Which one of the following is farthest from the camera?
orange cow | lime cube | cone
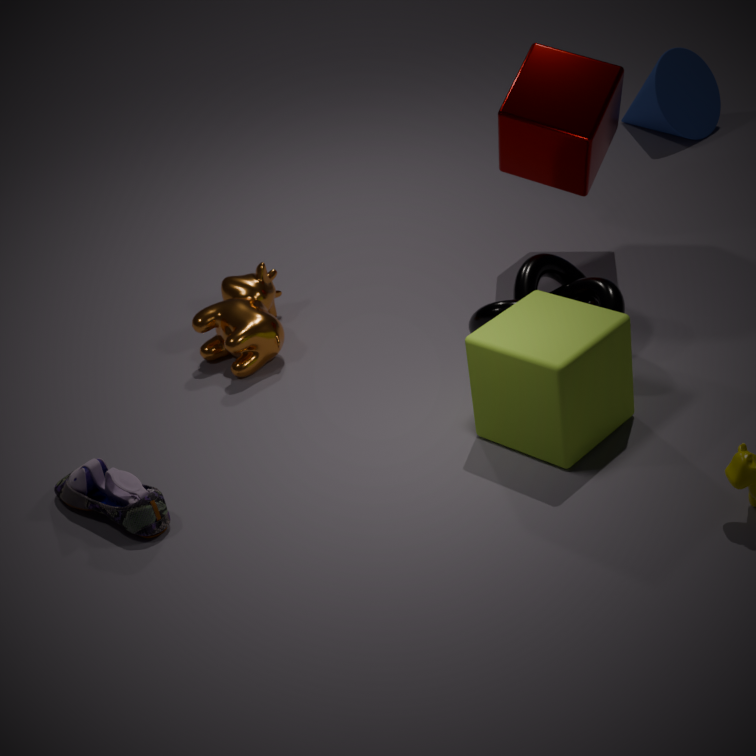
cone
